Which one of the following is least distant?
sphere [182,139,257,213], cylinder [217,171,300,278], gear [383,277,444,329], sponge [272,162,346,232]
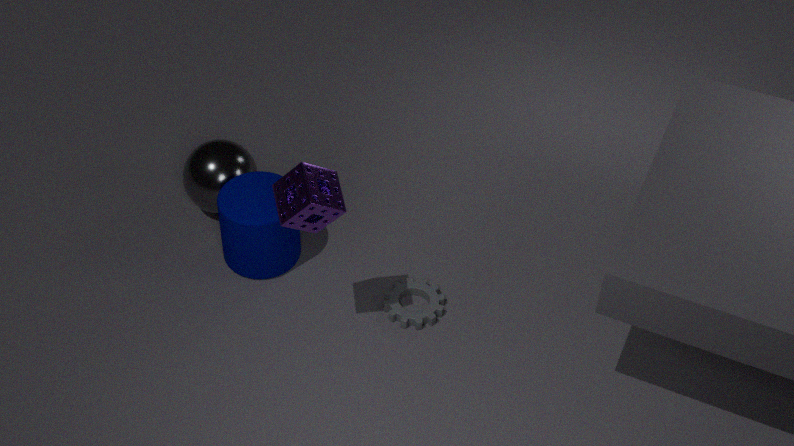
sponge [272,162,346,232]
